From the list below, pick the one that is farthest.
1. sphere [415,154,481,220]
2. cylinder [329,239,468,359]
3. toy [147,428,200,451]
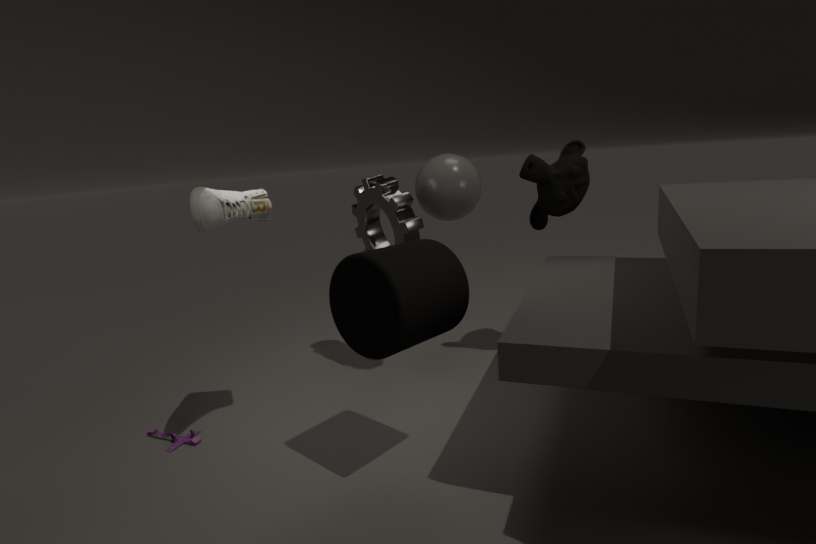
sphere [415,154,481,220]
